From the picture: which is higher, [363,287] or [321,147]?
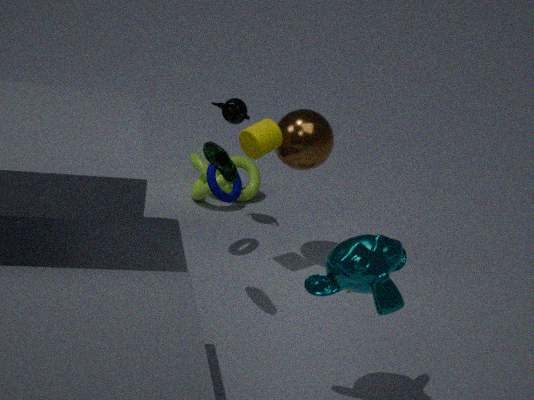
[321,147]
